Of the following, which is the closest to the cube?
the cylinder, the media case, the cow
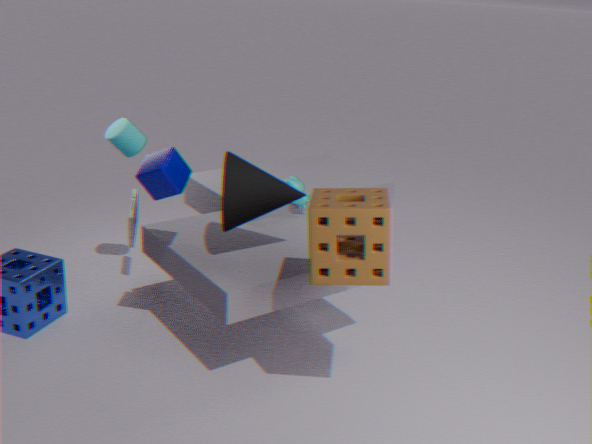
the cylinder
